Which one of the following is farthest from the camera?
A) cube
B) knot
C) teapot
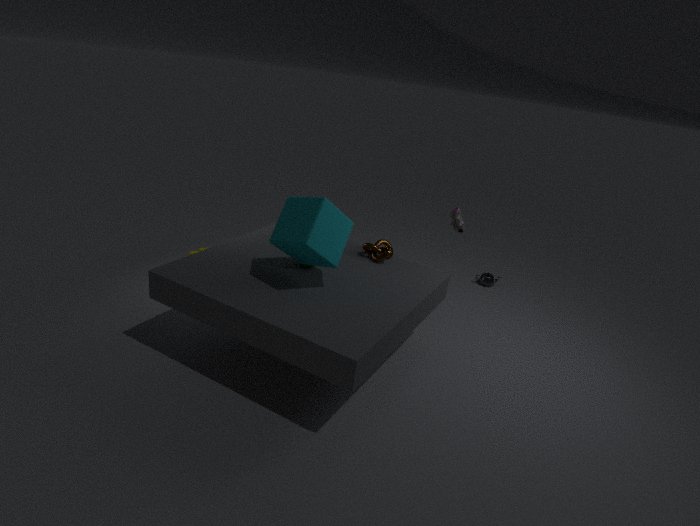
teapot
